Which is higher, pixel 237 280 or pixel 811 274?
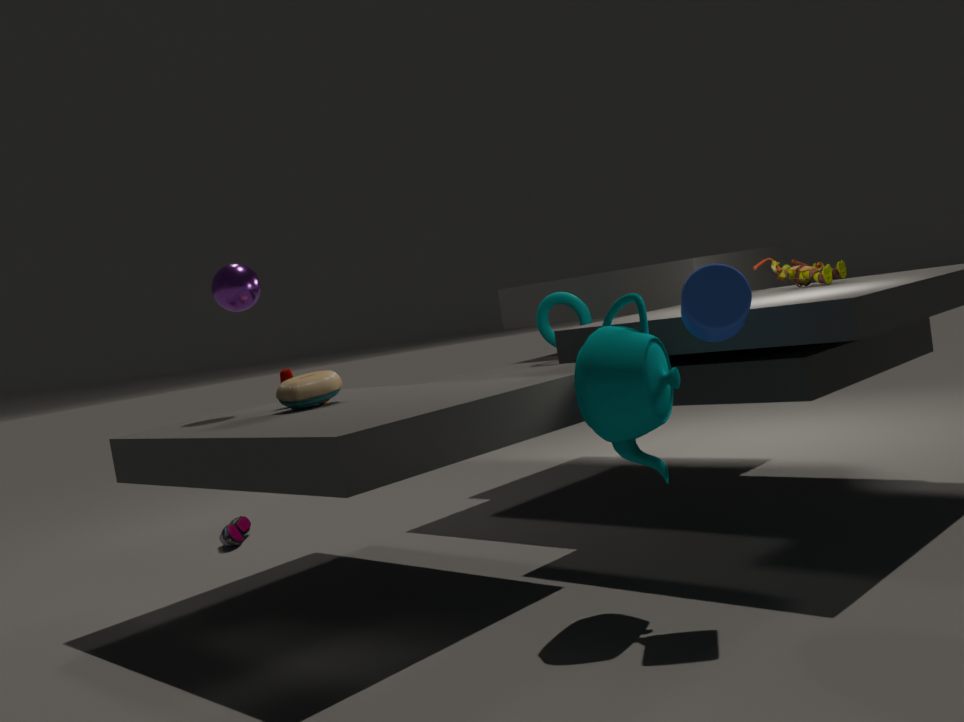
pixel 237 280
